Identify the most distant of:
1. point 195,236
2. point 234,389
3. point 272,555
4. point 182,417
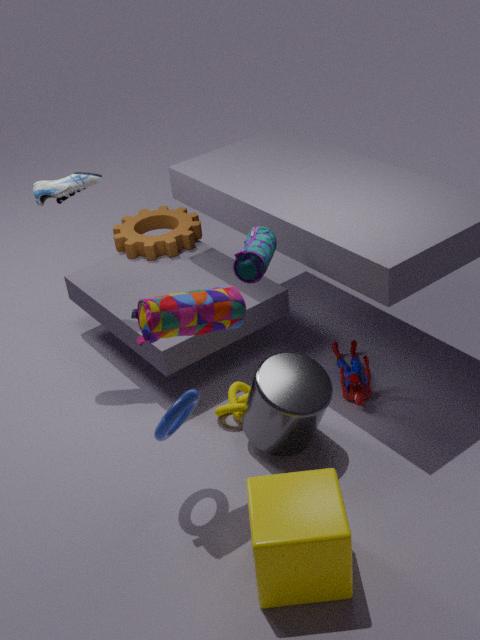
point 195,236
